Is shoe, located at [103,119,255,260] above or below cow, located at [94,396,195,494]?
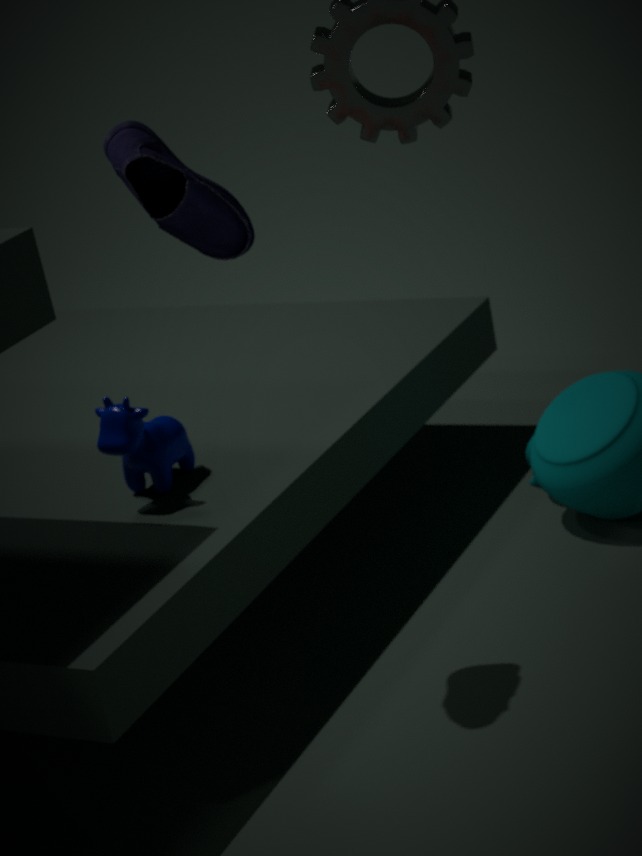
above
